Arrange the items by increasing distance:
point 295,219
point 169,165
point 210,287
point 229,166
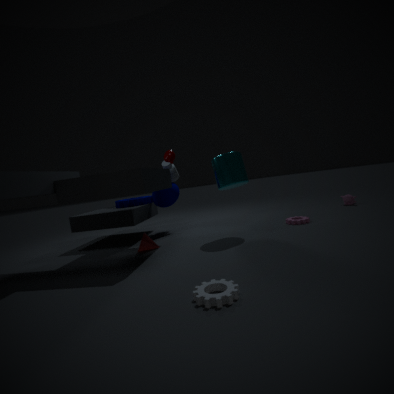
point 210,287, point 229,166, point 295,219, point 169,165
